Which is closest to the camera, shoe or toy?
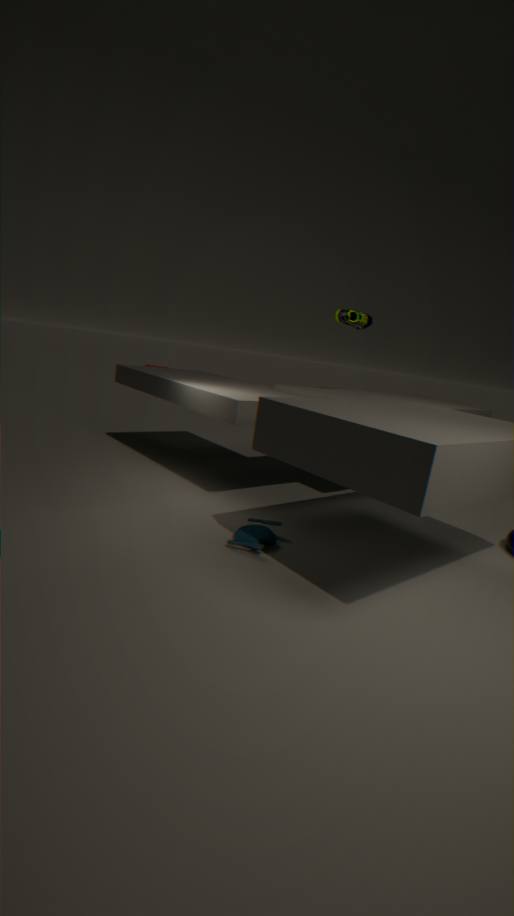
toy
